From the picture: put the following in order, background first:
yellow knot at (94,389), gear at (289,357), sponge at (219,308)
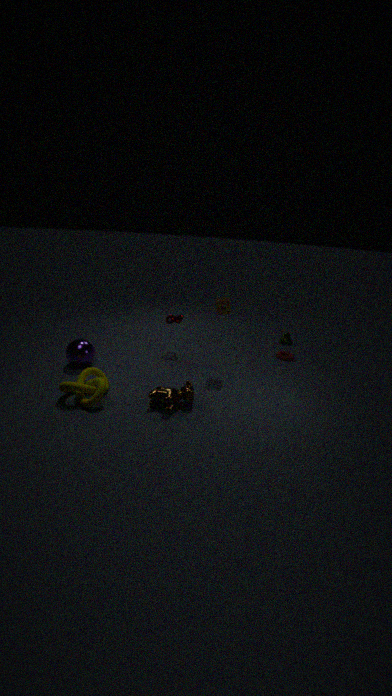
gear at (289,357)
sponge at (219,308)
yellow knot at (94,389)
